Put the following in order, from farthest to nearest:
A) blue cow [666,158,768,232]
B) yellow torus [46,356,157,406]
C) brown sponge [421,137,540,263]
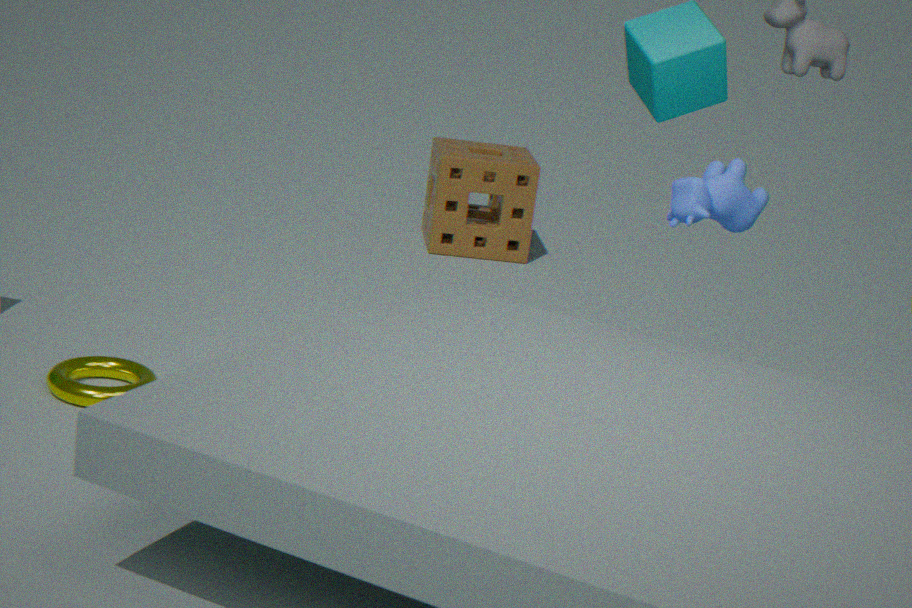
brown sponge [421,137,540,263] < yellow torus [46,356,157,406] < blue cow [666,158,768,232]
